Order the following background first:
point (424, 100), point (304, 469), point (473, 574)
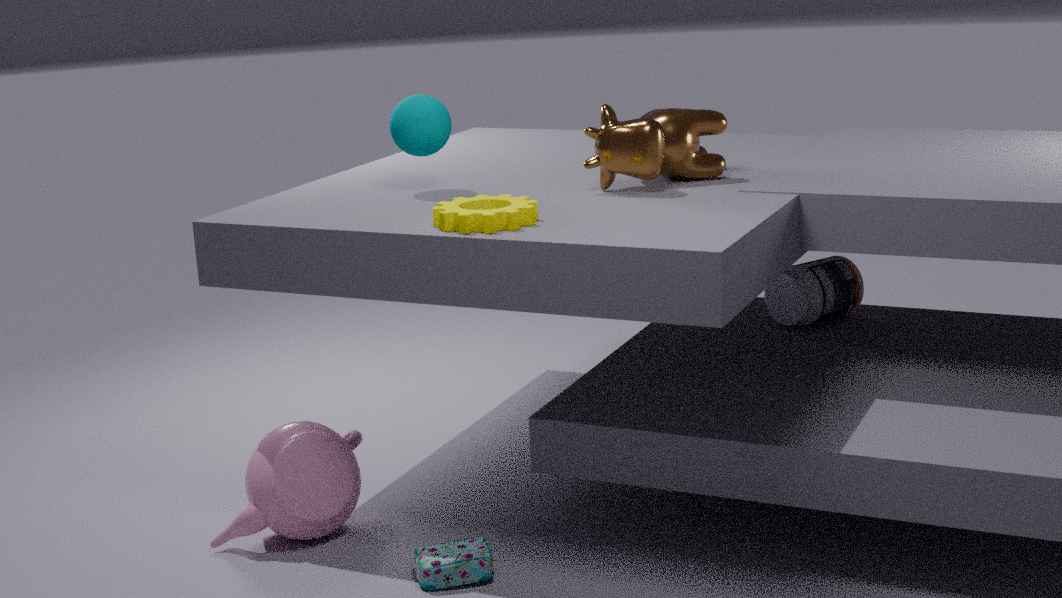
point (424, 100) → point (304, 469) → point (473, 574)
